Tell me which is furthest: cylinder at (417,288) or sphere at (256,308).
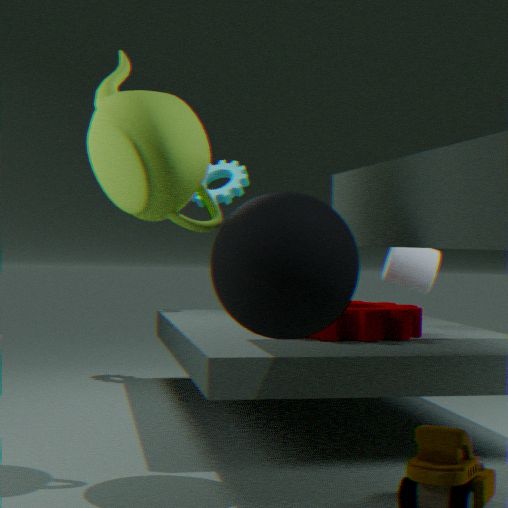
cylinder at (417,288)
